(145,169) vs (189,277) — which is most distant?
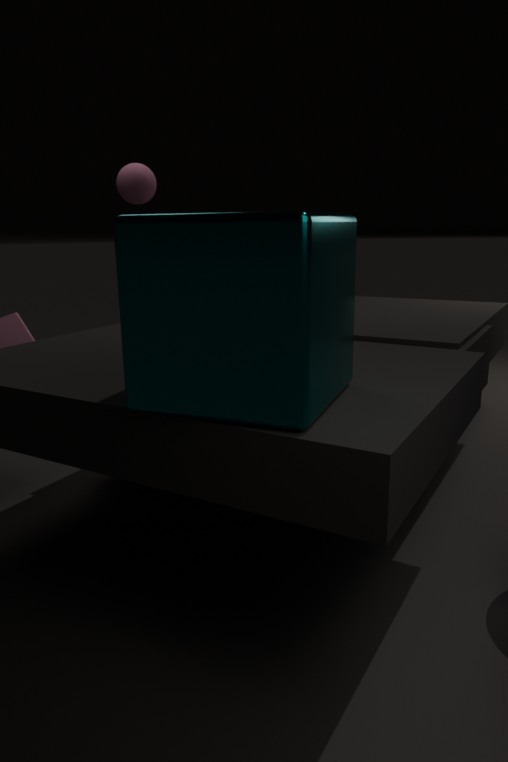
(145,169)
